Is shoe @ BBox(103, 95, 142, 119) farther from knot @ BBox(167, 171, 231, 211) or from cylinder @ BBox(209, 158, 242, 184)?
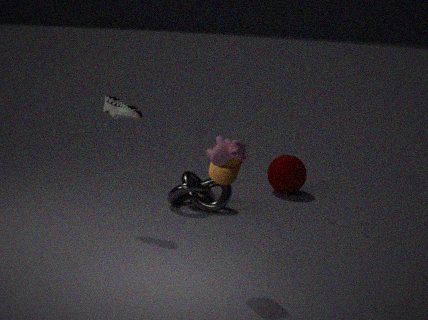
cylinder @ BBox(209, 158, 242, 184)
